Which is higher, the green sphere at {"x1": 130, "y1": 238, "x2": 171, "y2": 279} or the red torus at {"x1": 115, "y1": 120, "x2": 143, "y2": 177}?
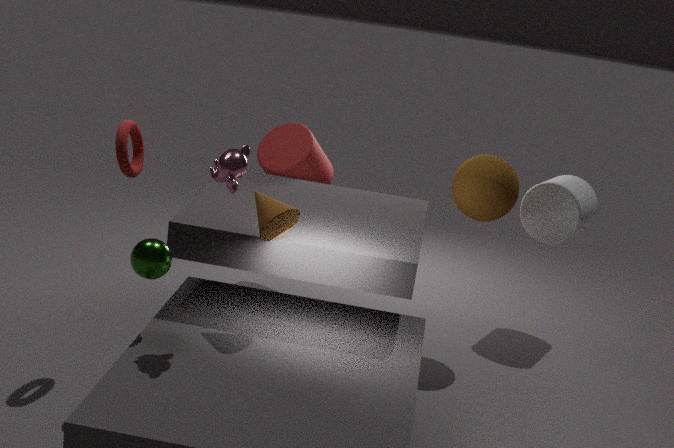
the red torus at {"x1": 115, "y1": 120, "x2": 143, "y2": 177}
